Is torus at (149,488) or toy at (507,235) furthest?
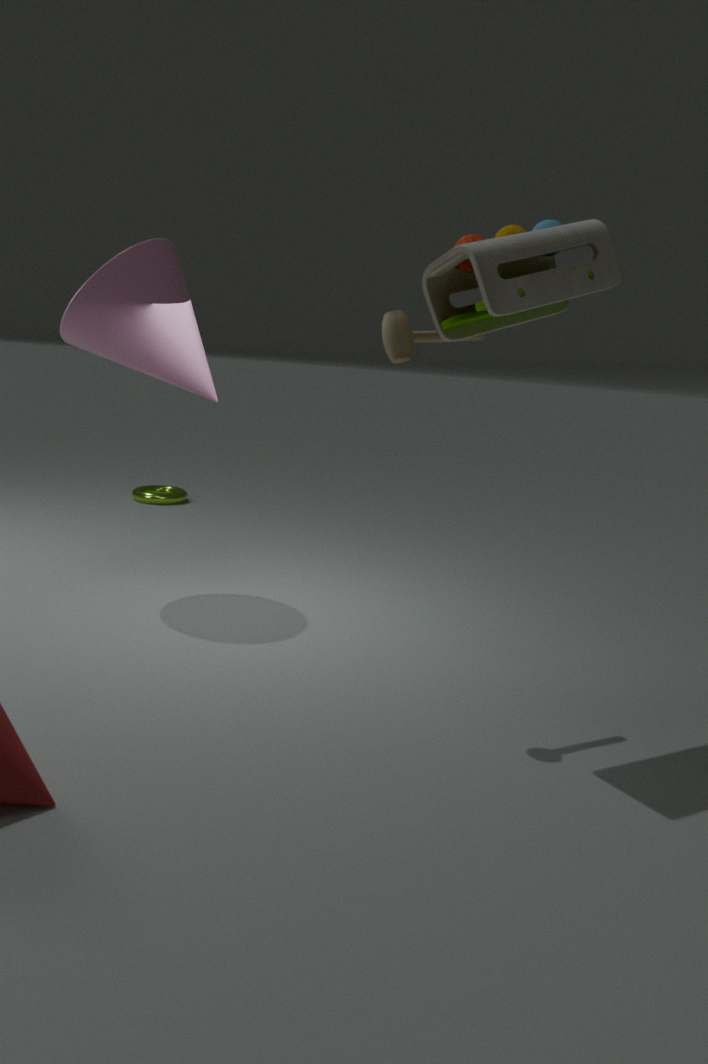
torus at (149,488)
